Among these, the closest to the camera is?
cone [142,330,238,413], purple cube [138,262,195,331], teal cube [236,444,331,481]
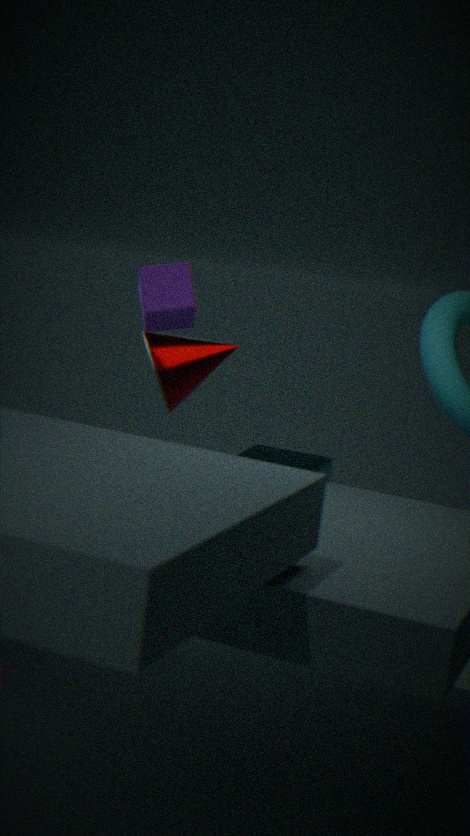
cone [142,330,238,413]
